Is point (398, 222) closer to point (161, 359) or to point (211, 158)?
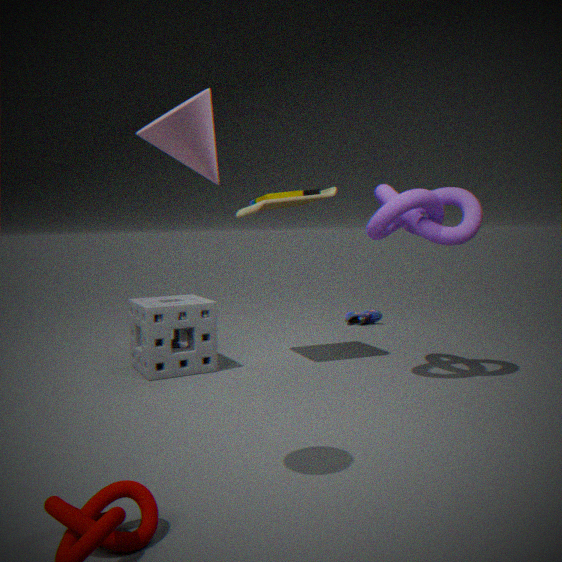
point (161, 359)
